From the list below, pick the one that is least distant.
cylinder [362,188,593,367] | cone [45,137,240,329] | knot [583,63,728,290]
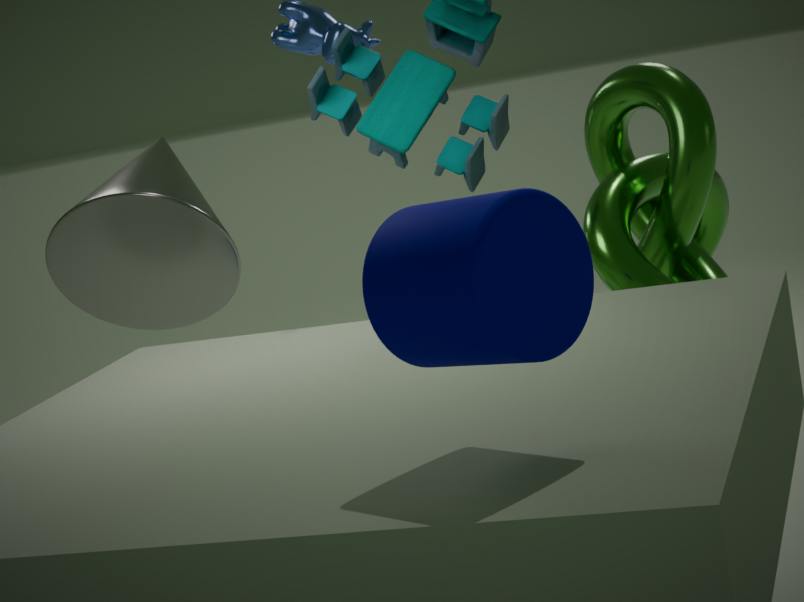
cylinder [362,188,593,367]
